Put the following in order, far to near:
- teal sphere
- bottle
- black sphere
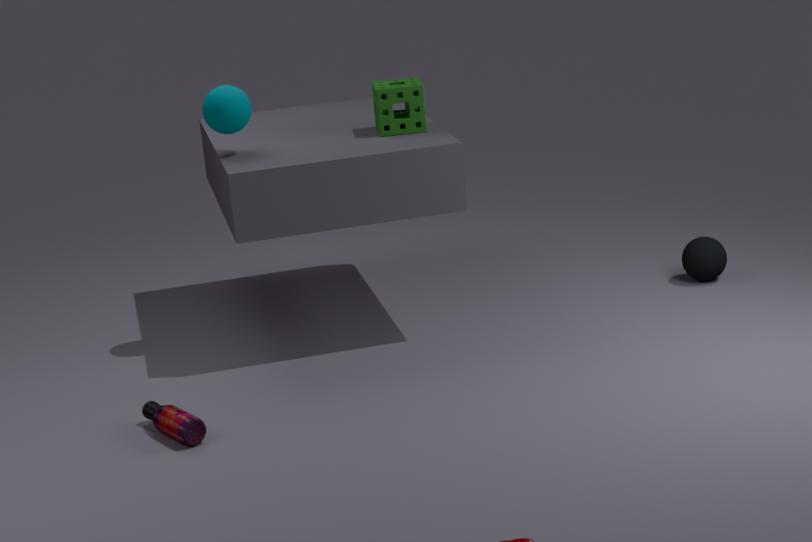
1. black sphere
2. teal sphere
3. bottle
